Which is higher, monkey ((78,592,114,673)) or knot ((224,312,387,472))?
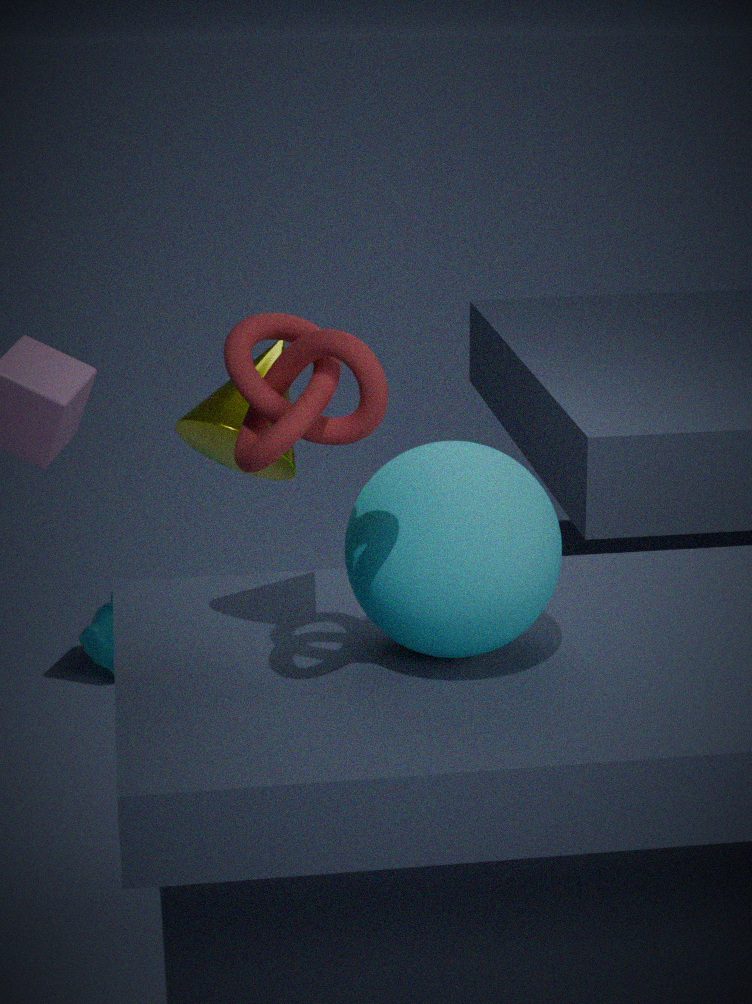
knot ((224,312,387,472))
